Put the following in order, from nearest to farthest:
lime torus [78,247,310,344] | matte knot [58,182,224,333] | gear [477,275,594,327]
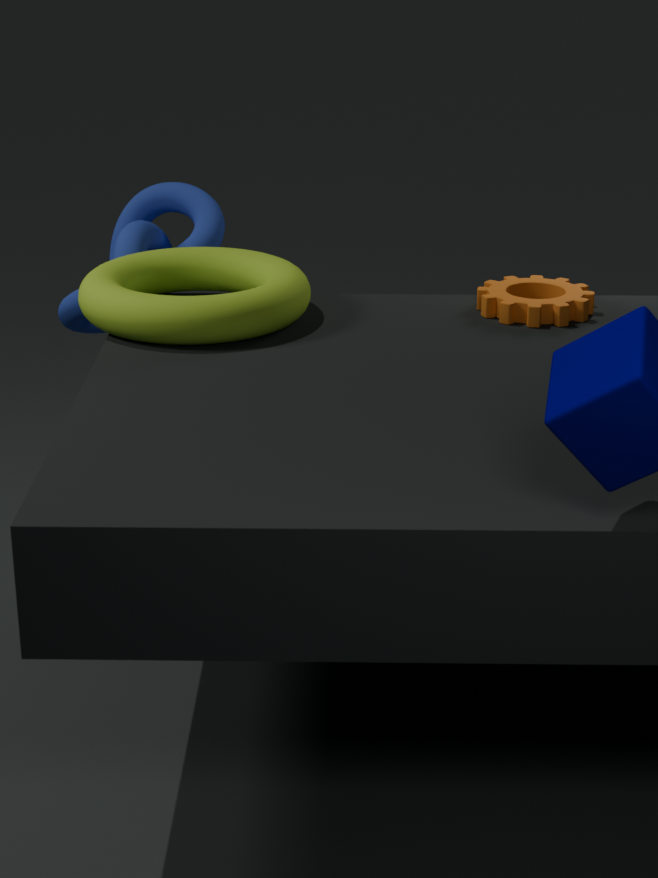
lime torus [78,247,310,344]
gear [477,275,594,327]
matte knot [58,182,224,333]
